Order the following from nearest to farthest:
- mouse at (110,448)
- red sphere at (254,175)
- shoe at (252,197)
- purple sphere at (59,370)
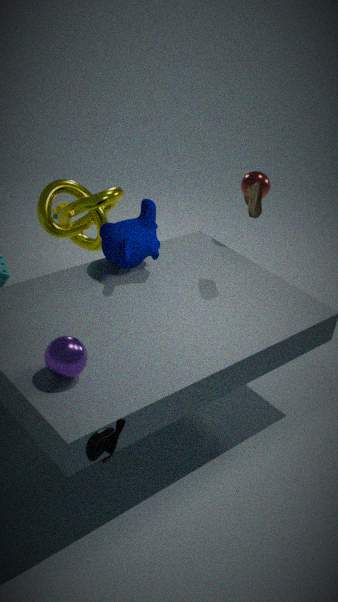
mouse at (110,448) < purple sphere at (59,370) < shoe at (252,197) < red sphere at (254,175)
